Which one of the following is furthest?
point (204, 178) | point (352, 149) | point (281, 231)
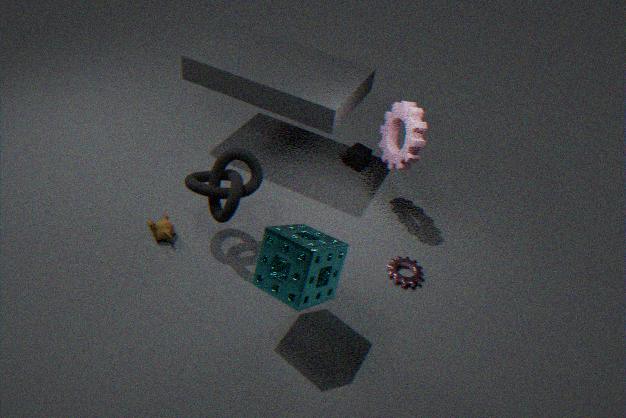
point (352, 149)
